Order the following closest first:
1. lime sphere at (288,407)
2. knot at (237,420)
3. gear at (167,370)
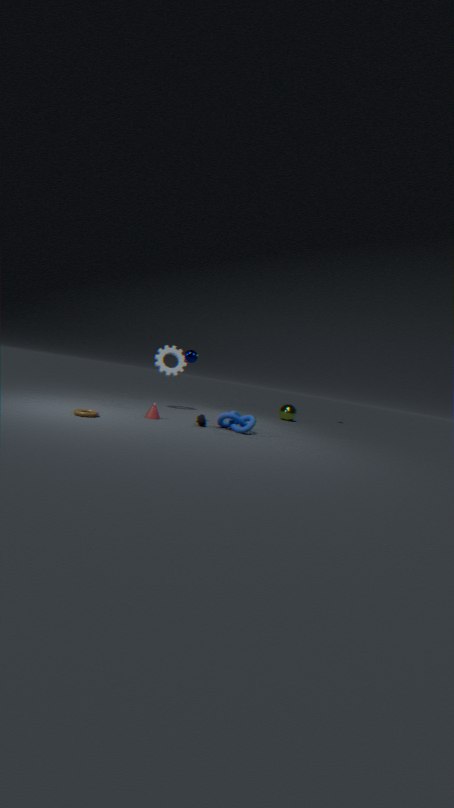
knot at (237,420) → gear at (167,370) → lime sphere at (288,407)
